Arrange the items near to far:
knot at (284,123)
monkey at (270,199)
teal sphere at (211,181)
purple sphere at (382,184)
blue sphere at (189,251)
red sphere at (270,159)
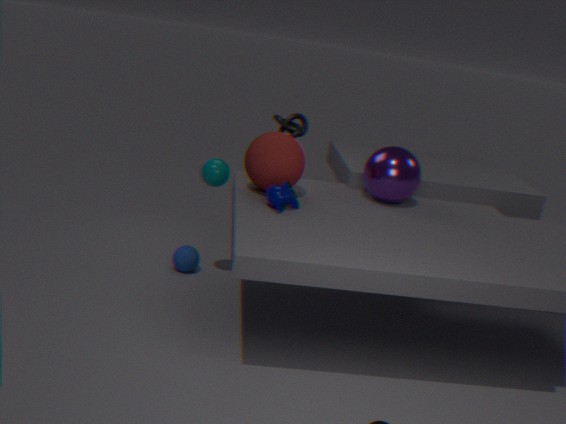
monkey at (270,199), red sphere at (270,159), purple sphere at (382,184), teal sphere at (211,181), blue sphere at (189,251), knot at (284,123)
